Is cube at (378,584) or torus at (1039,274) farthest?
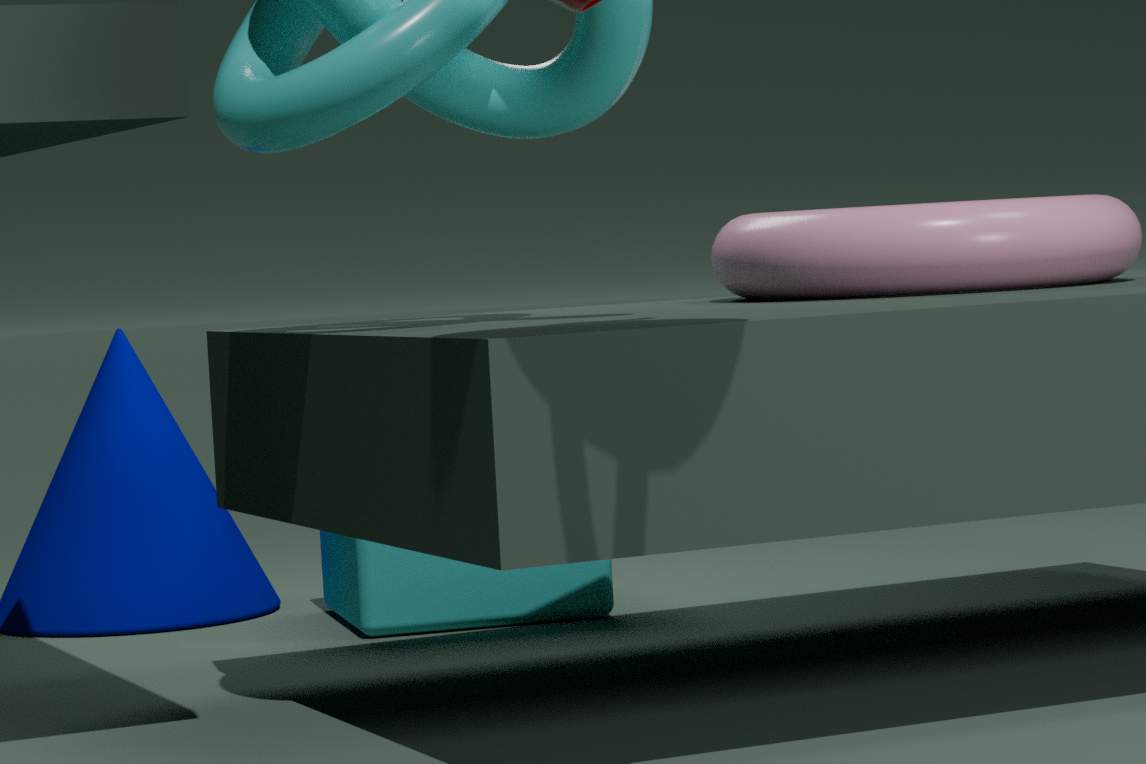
cube at (378,584)
